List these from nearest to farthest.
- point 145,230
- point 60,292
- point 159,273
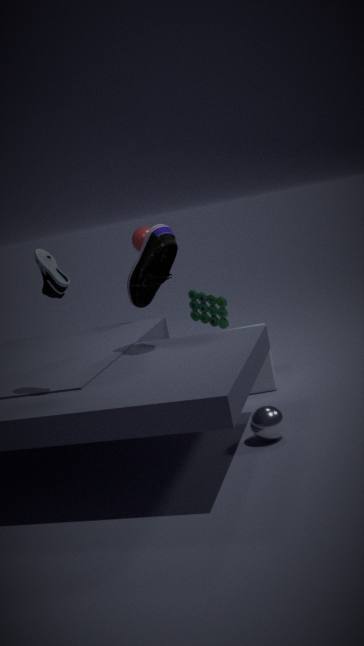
1. point 60,292
2. point 159,273
3. point 145,230
